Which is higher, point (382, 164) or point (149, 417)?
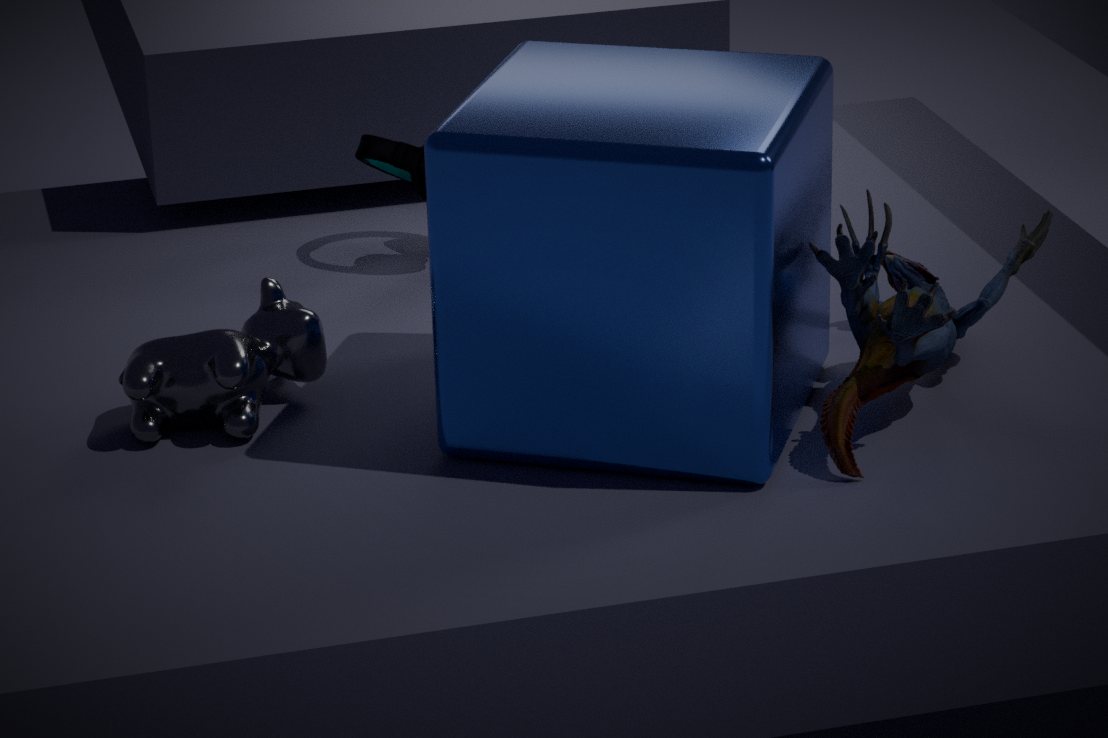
point (382, 164)
